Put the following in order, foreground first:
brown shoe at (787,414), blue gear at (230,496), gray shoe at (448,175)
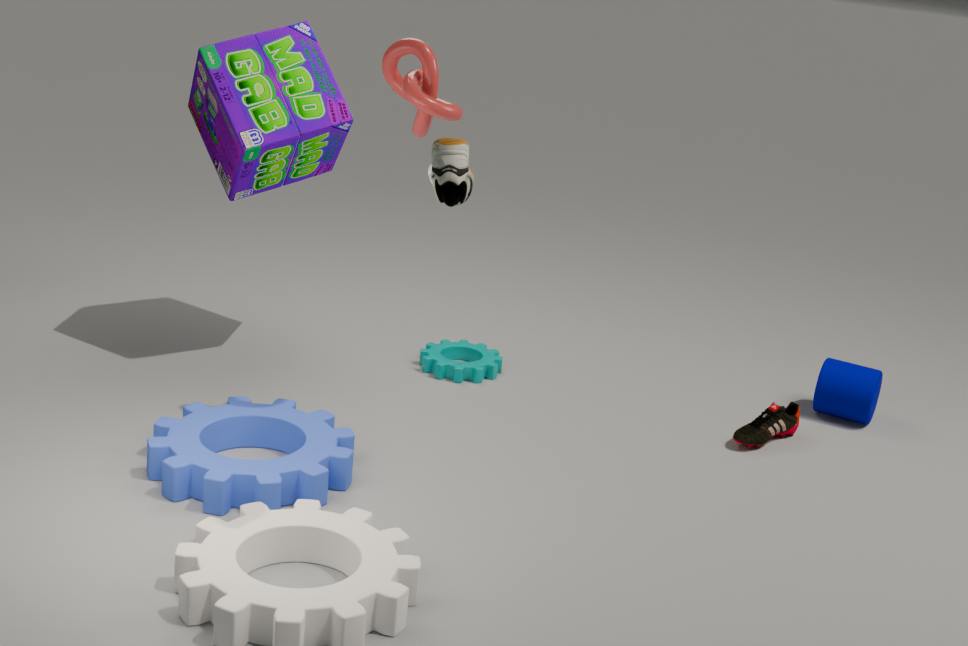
gray shoe at (448,175), blue gear at (230,496), brown shoe at (787,414)
